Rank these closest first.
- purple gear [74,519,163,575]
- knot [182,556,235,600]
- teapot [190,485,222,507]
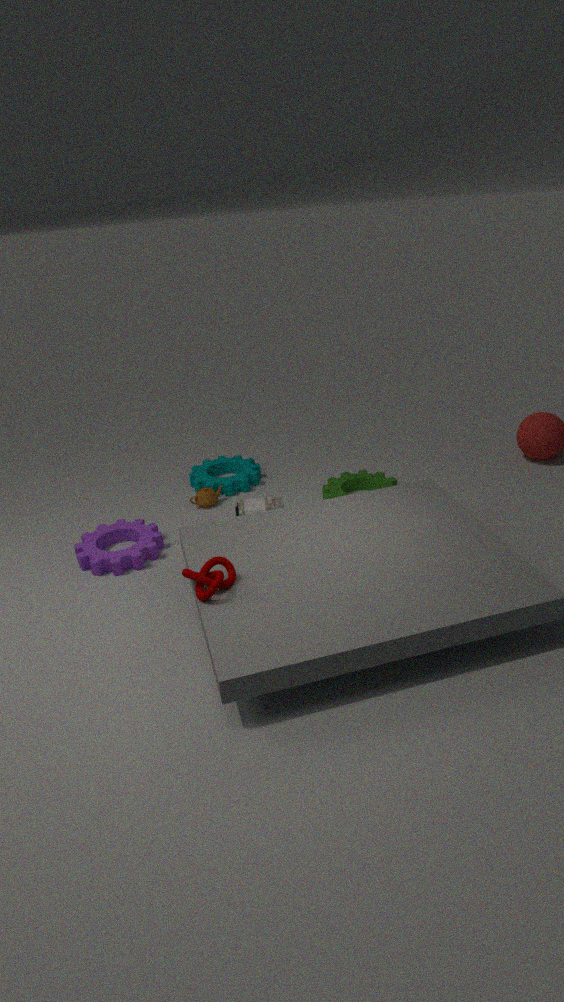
1. knot [182,556,235,600]
2. purple gear [74,519,163,575]
3. teapot [190,485,222,507]
